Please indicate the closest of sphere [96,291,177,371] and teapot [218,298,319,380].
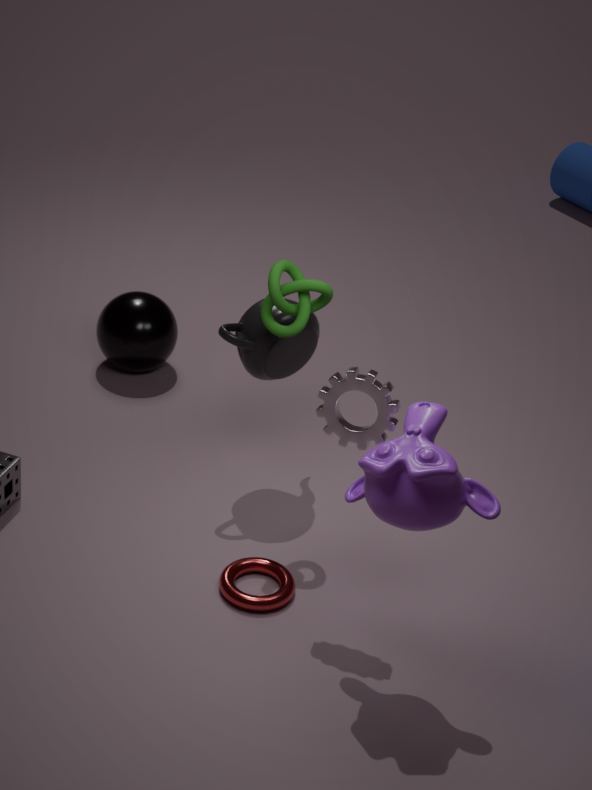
teapot [218,298,319,380]
